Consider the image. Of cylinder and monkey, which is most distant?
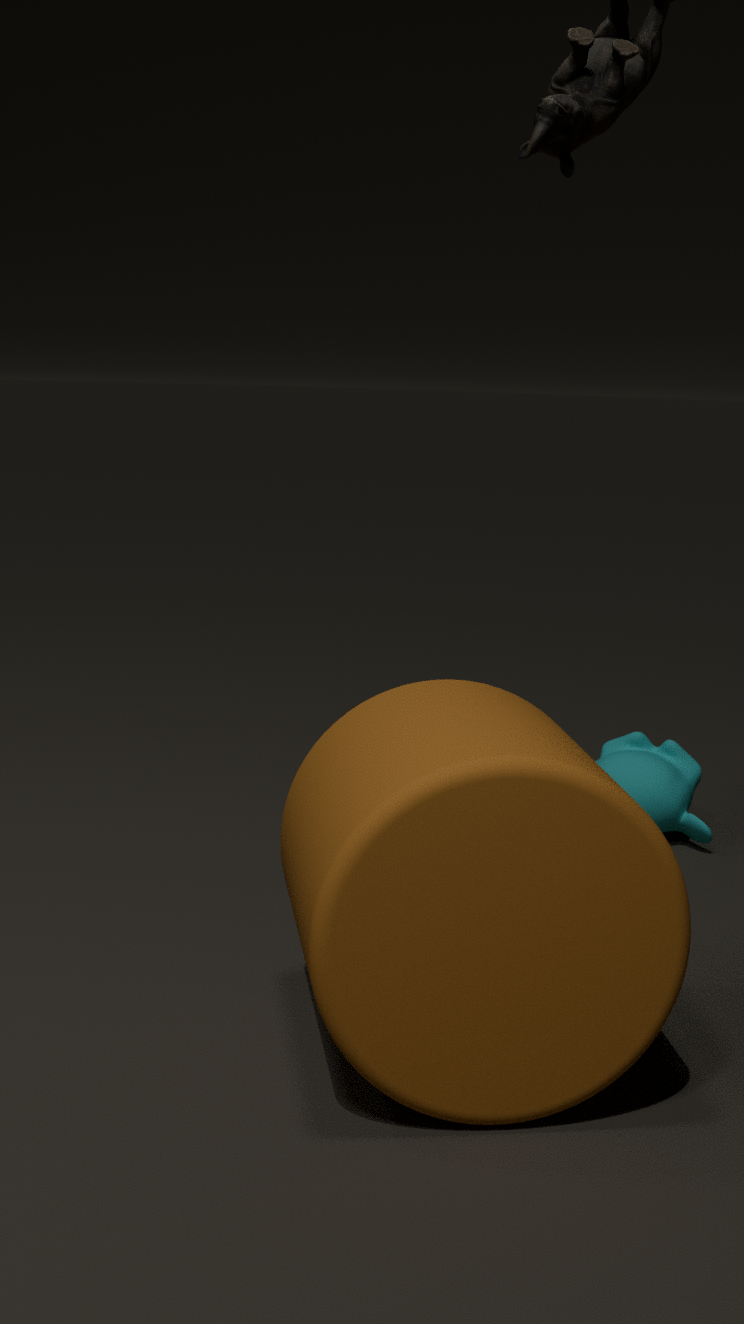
monkey
